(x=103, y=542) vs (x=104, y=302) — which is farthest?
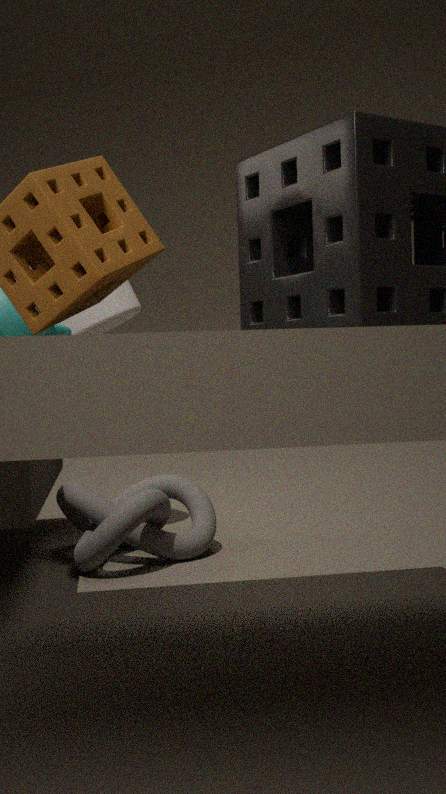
(x=104, y=302)
